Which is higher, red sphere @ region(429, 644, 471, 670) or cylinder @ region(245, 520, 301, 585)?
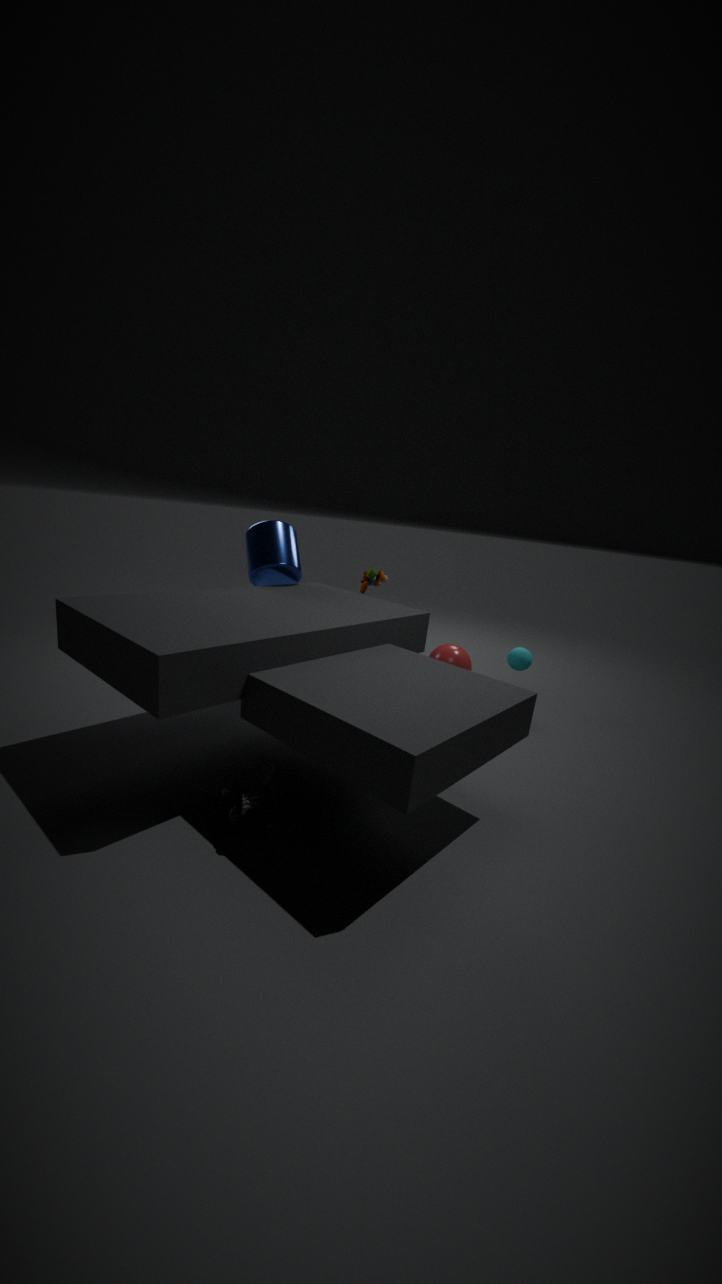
cylinder @ region(245, 520, 301, 585)
